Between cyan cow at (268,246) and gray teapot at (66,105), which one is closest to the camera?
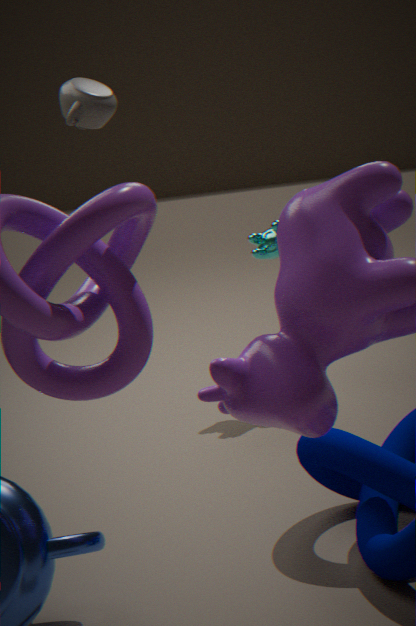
gray teapot at (66,105)
